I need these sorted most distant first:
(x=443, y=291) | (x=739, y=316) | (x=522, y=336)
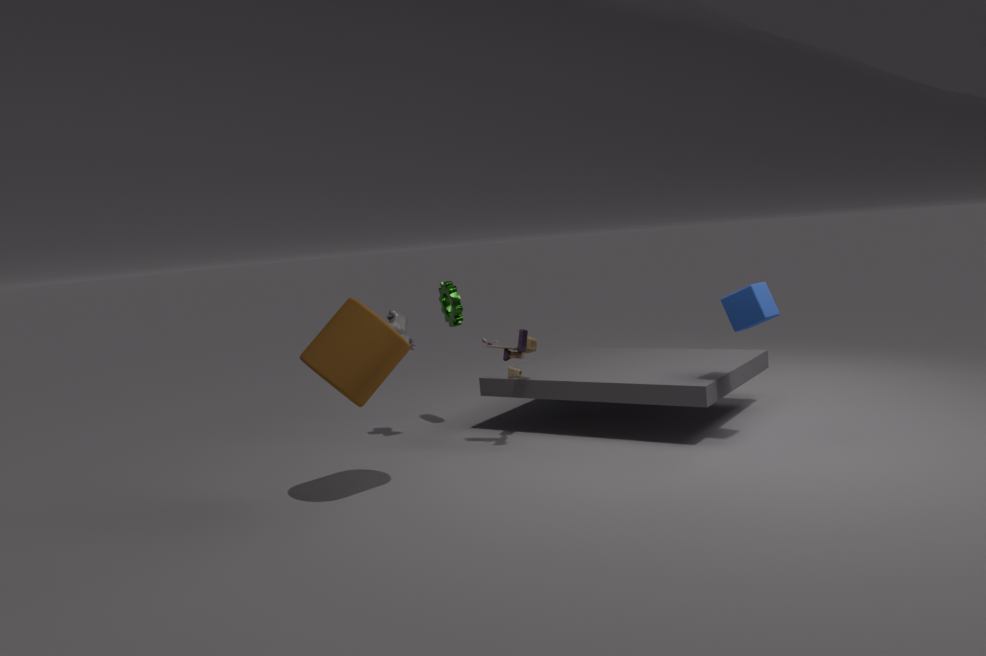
(x=443, y=291) < (x=522, y=336) < (x=739, y=316)
